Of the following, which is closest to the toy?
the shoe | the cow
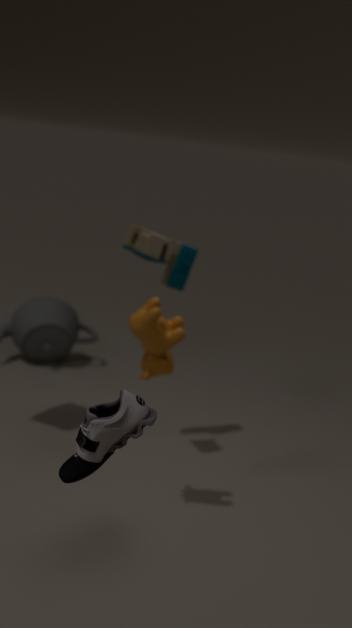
the cow
